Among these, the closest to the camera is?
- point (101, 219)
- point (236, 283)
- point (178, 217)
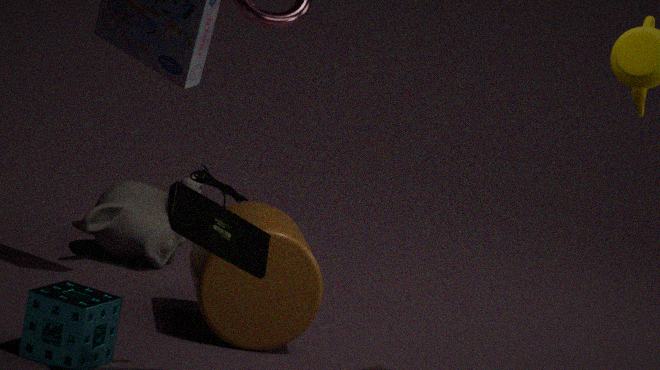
point (178, 217)
